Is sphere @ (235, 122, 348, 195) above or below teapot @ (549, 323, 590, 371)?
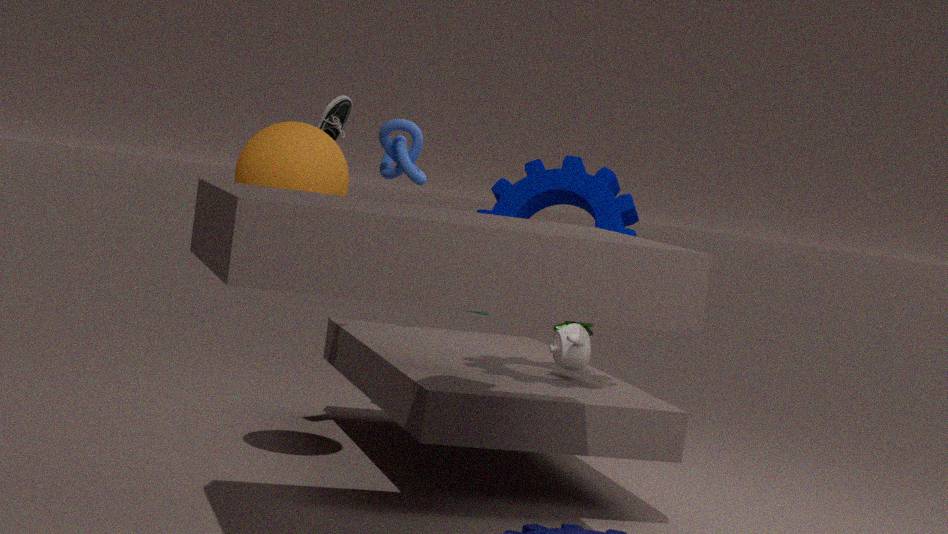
above
